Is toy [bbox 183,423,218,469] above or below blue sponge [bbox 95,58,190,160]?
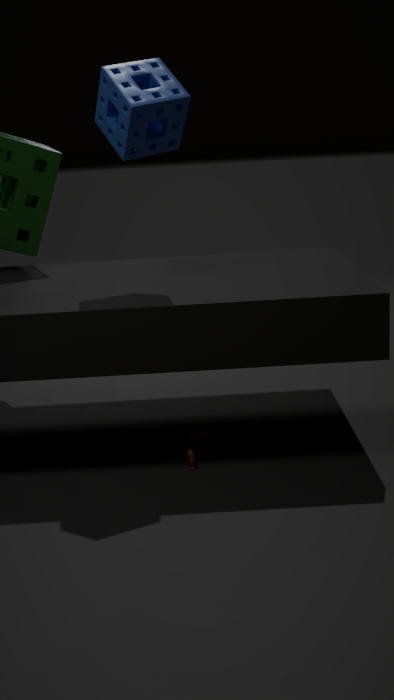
Result: below
